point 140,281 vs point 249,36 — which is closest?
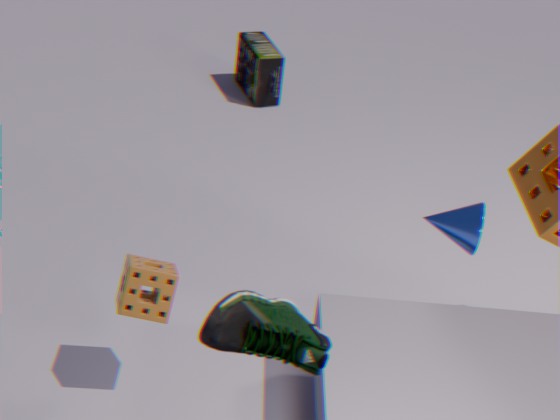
point 140,281
